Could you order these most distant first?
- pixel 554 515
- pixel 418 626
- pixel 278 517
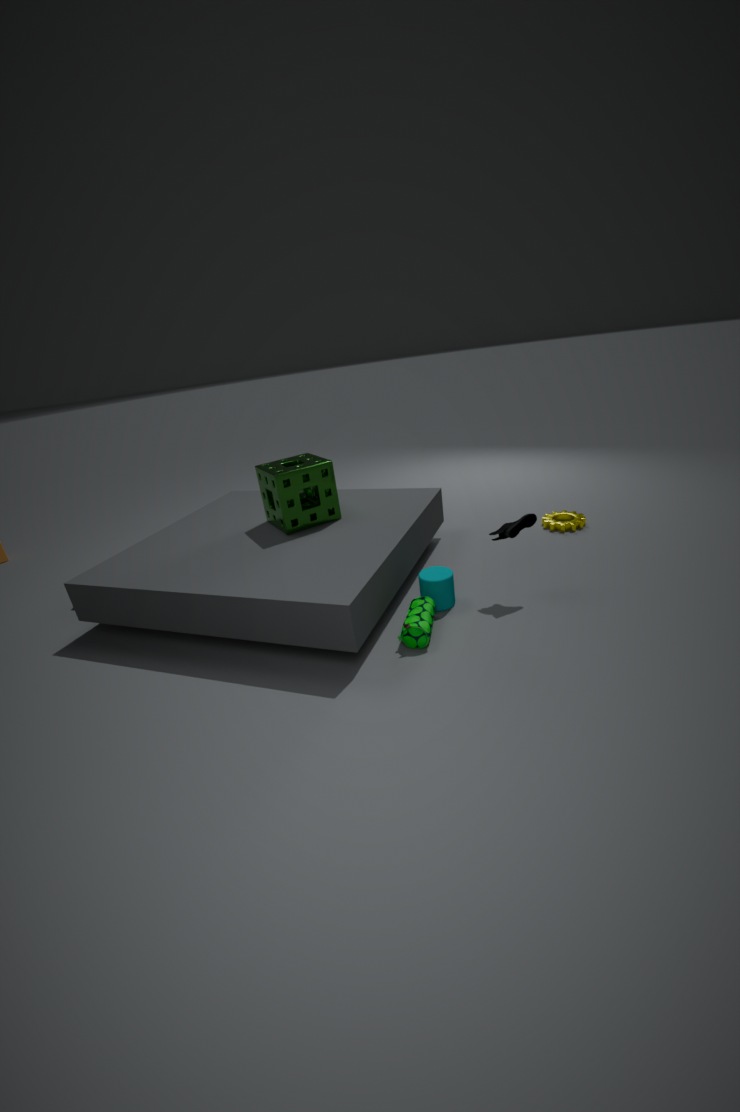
pixel 554 515, pixel 278 517, pixel 418 626
